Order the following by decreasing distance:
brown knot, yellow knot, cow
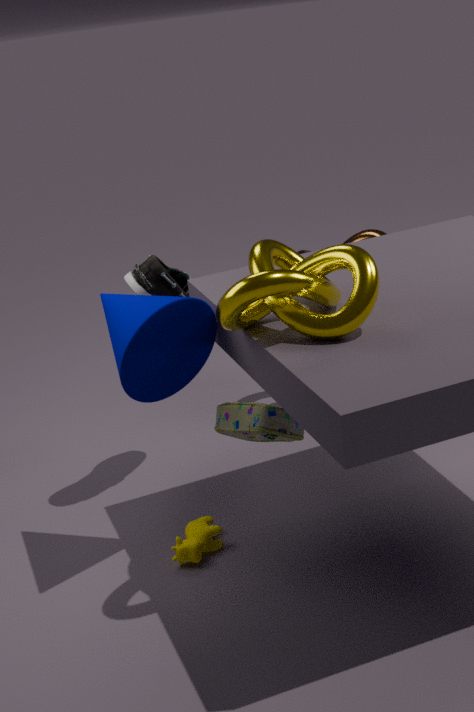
brown knot < cow < yellow knot
